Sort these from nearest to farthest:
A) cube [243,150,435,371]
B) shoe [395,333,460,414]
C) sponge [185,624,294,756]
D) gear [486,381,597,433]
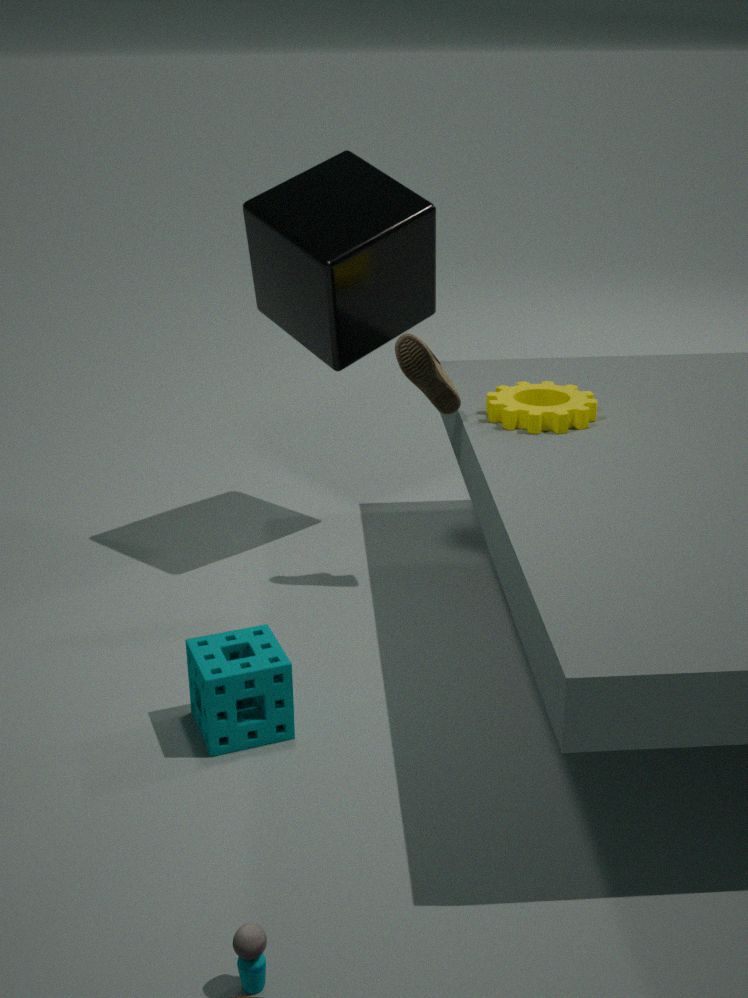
sponge [185,624,294,756]
gear [486,381,597,433]
shoe [395,333,460,414]
cube [243,150,435,371]
